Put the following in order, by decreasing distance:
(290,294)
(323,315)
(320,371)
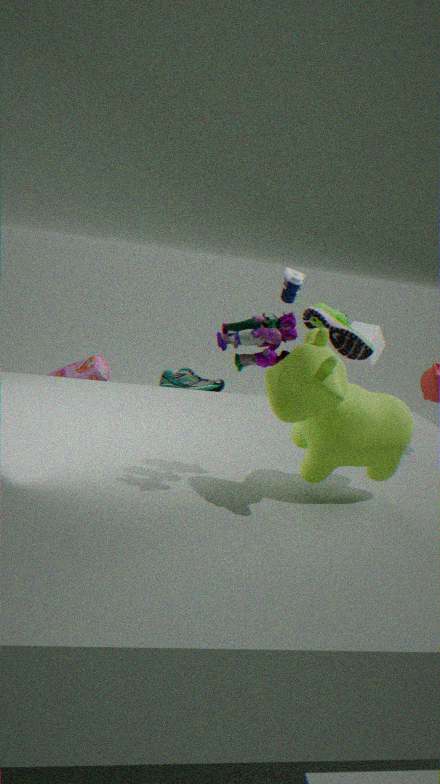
(290,294) → (323,315) → (320,371)
